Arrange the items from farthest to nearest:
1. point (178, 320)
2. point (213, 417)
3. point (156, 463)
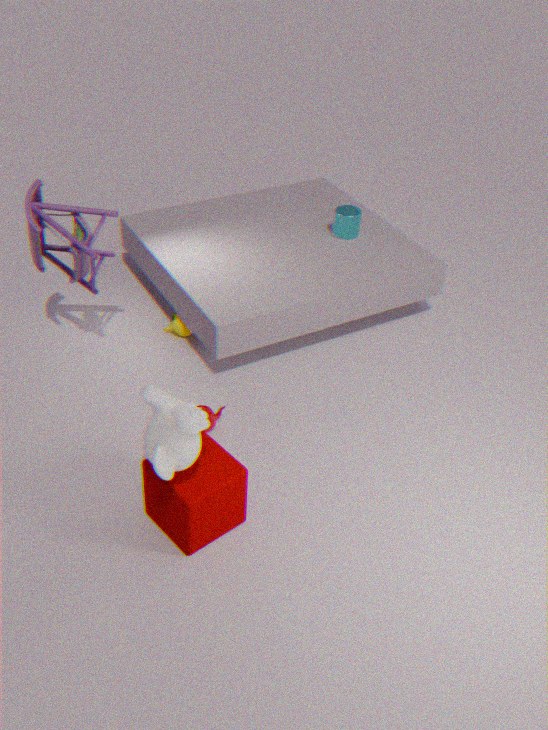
point (178, 320), point (213, 417), point (156, 463)
